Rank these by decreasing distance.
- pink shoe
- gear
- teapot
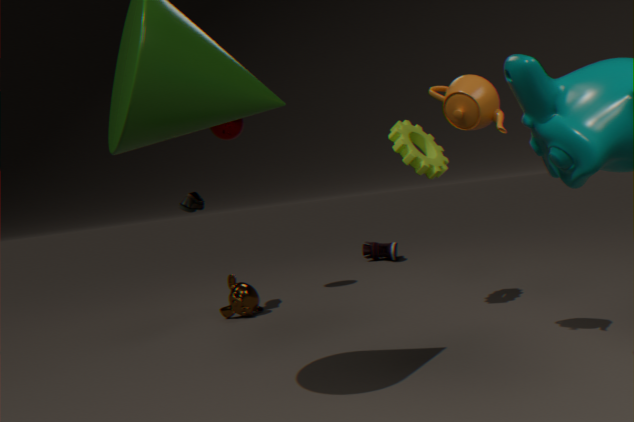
pink shoe, gear, teapot
